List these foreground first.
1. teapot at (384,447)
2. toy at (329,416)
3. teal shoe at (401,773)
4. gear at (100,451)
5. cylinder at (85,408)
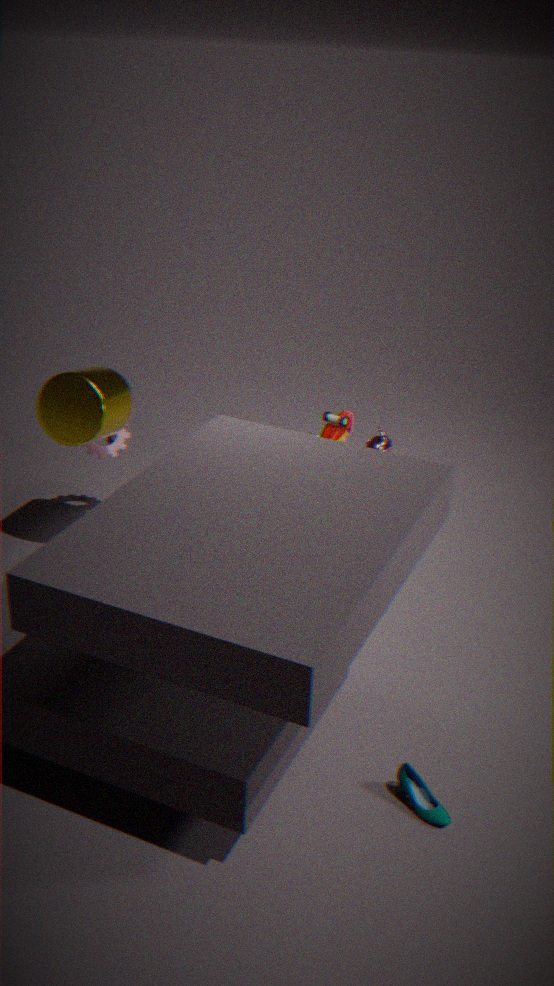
teal shoe at (401,773), cylinder at (85,408), toy at (329,416), teapot at (384,447), gear at (100,451)
